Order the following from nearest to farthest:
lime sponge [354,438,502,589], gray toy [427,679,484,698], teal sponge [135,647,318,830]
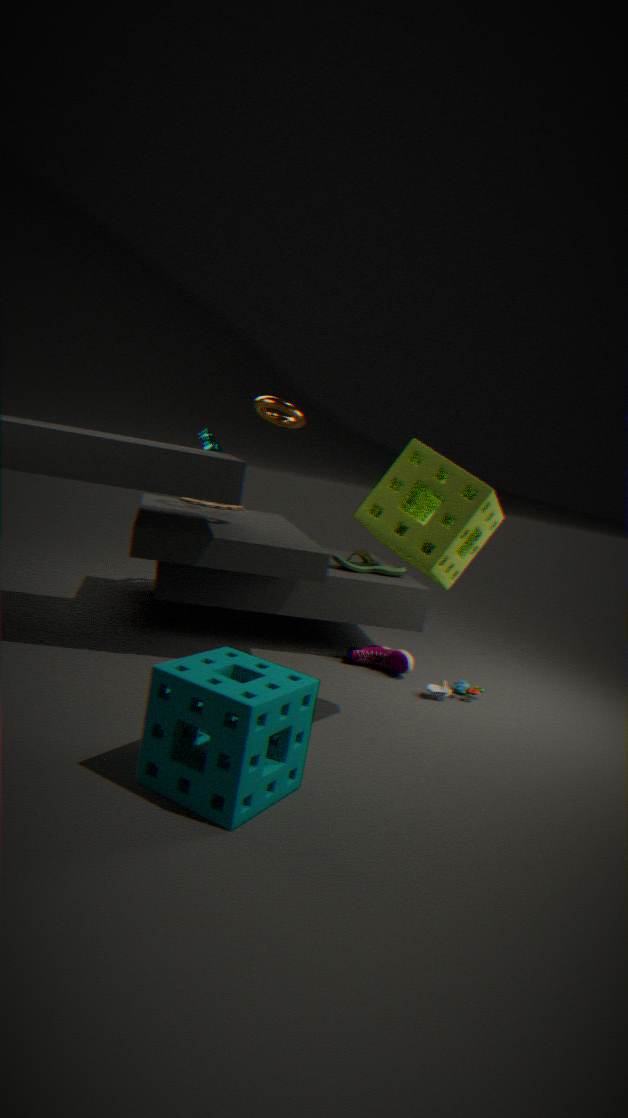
teal sponge [135,647,318,830]
lime sponge [354,438,502,589]
gray toy [427,679,484,698]
